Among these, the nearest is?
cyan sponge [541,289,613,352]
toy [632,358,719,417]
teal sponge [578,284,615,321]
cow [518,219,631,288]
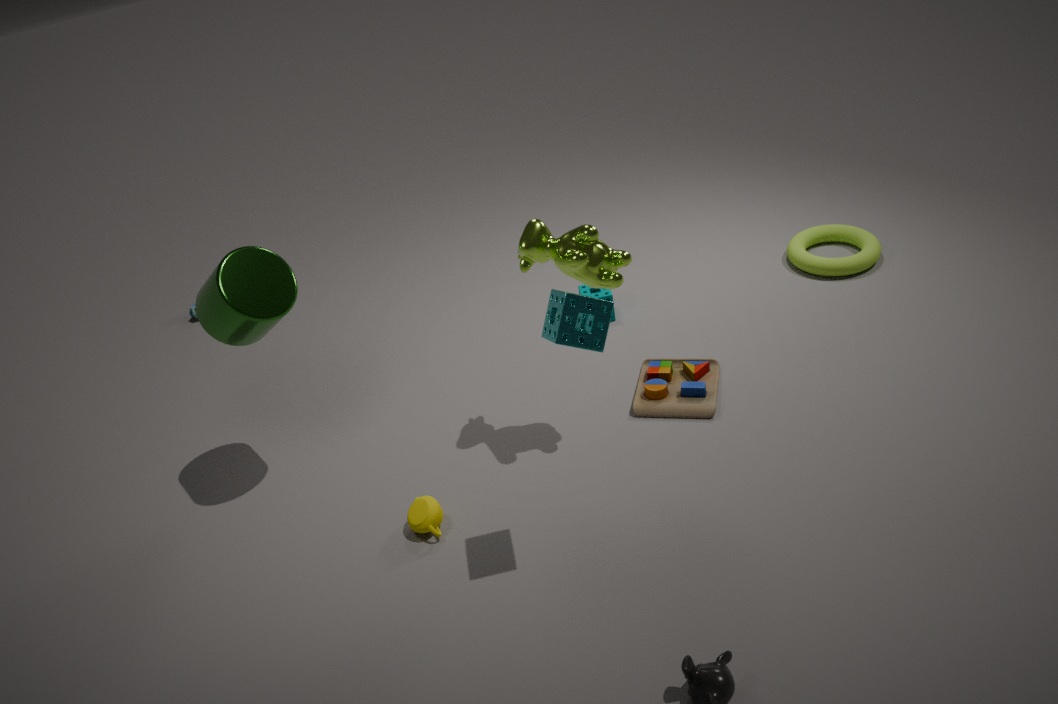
cyan sponge [541,289,613,352]
